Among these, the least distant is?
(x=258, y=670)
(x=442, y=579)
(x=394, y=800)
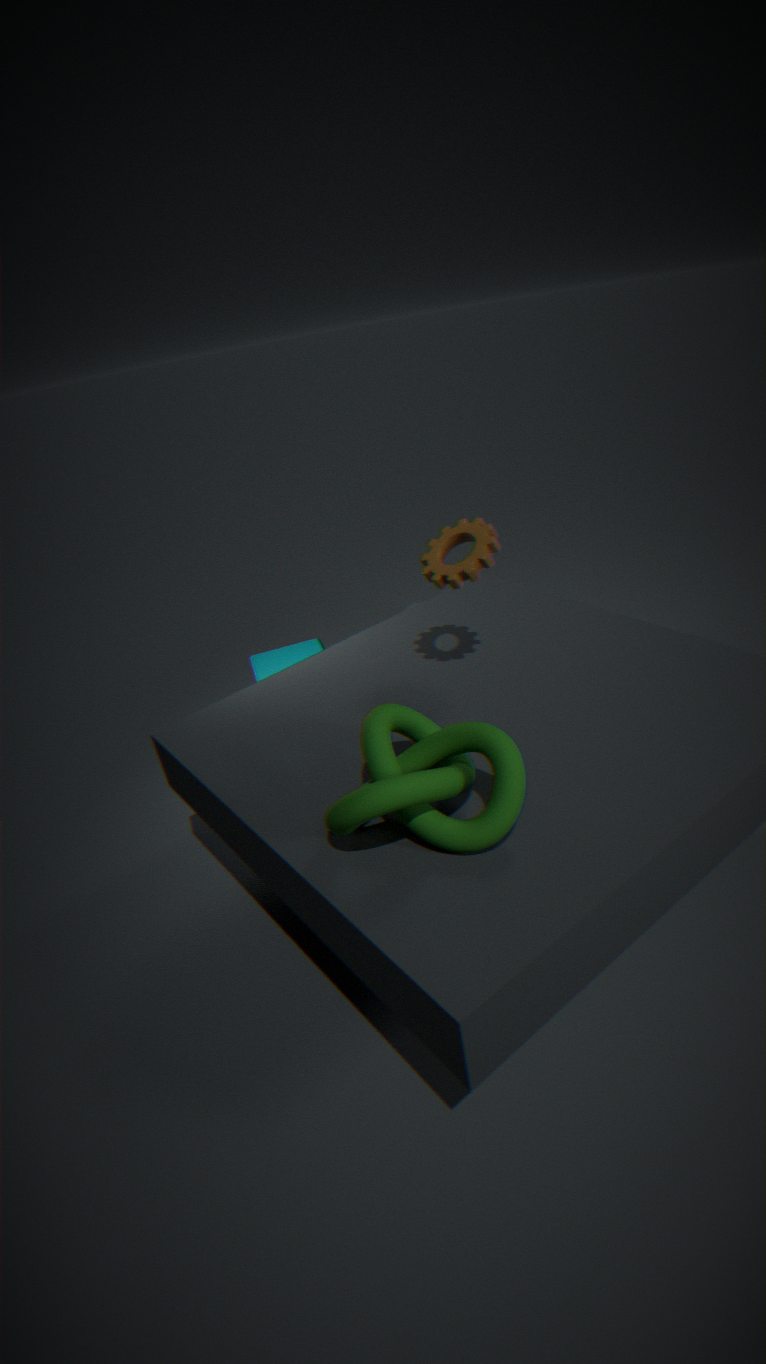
(x=394, y=800)
